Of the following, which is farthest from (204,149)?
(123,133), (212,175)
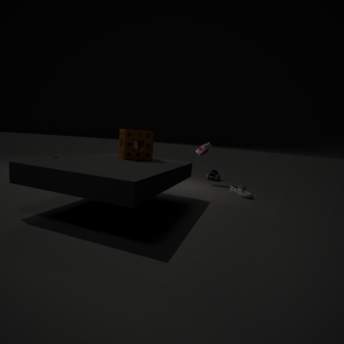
(123,133)
